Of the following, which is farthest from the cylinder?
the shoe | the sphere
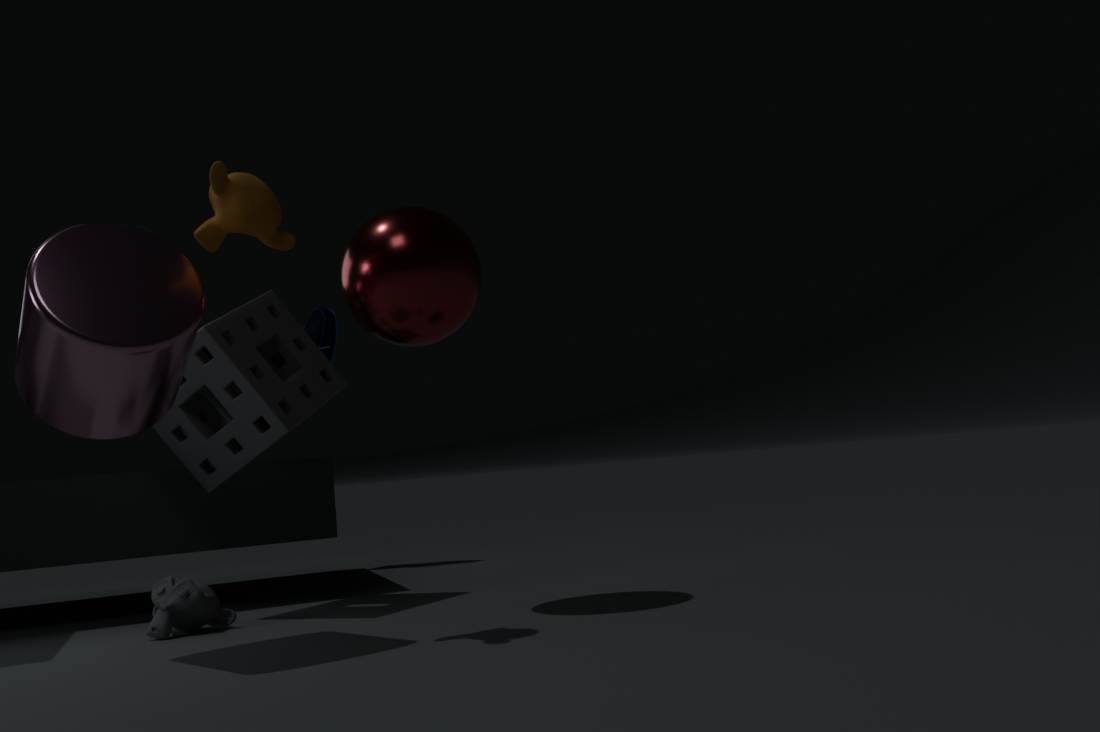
the shoe
